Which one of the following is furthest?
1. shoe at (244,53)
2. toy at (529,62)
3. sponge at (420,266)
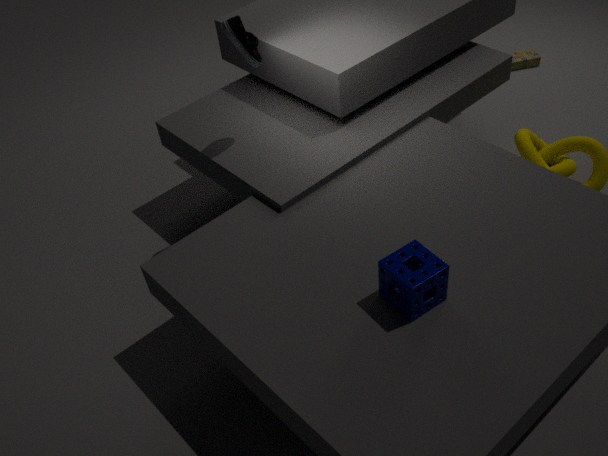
toy at (529,62)
